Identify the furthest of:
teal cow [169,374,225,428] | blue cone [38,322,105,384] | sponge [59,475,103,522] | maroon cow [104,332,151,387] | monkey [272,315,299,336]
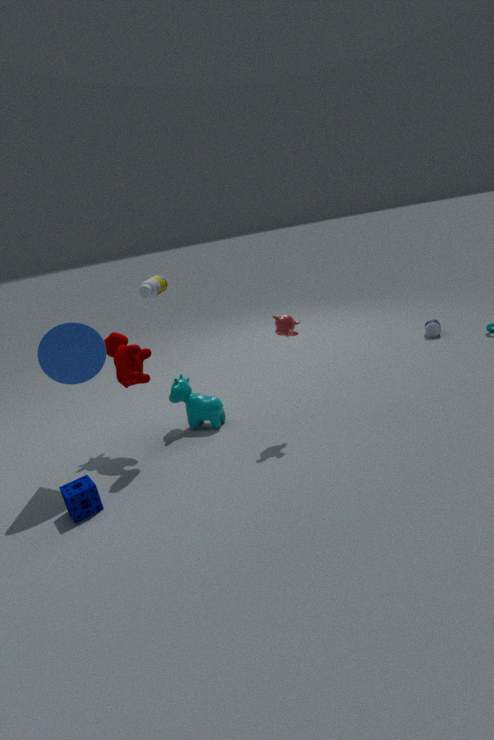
teal cow [169,374,225,428]
